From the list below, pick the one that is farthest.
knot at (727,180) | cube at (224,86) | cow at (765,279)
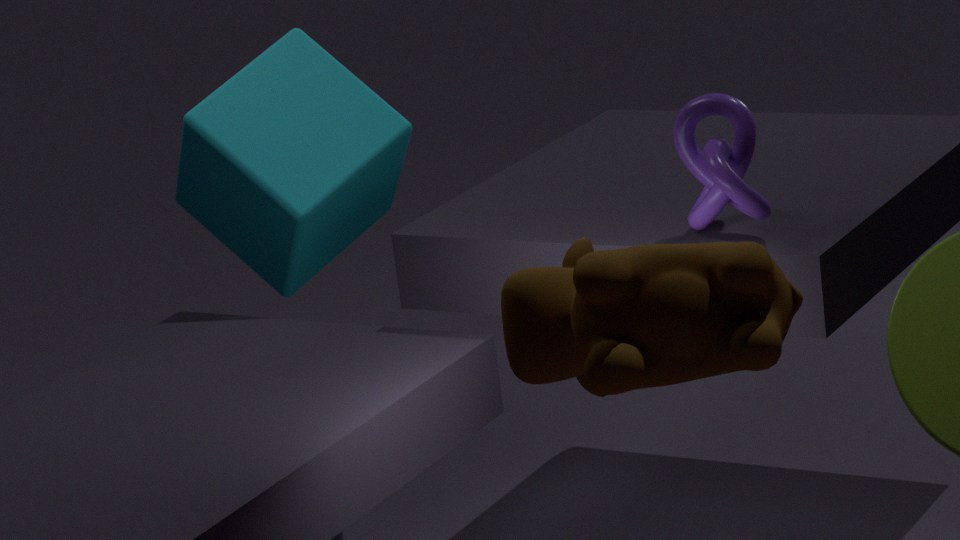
cube at (224,86)
